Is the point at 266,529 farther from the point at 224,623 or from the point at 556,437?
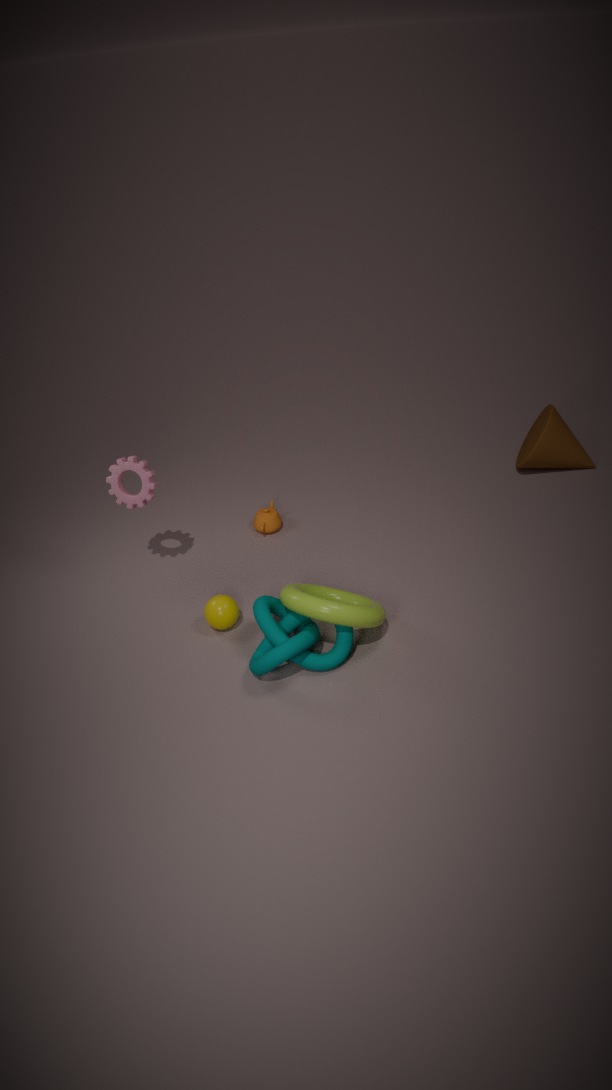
the point at 556,437
